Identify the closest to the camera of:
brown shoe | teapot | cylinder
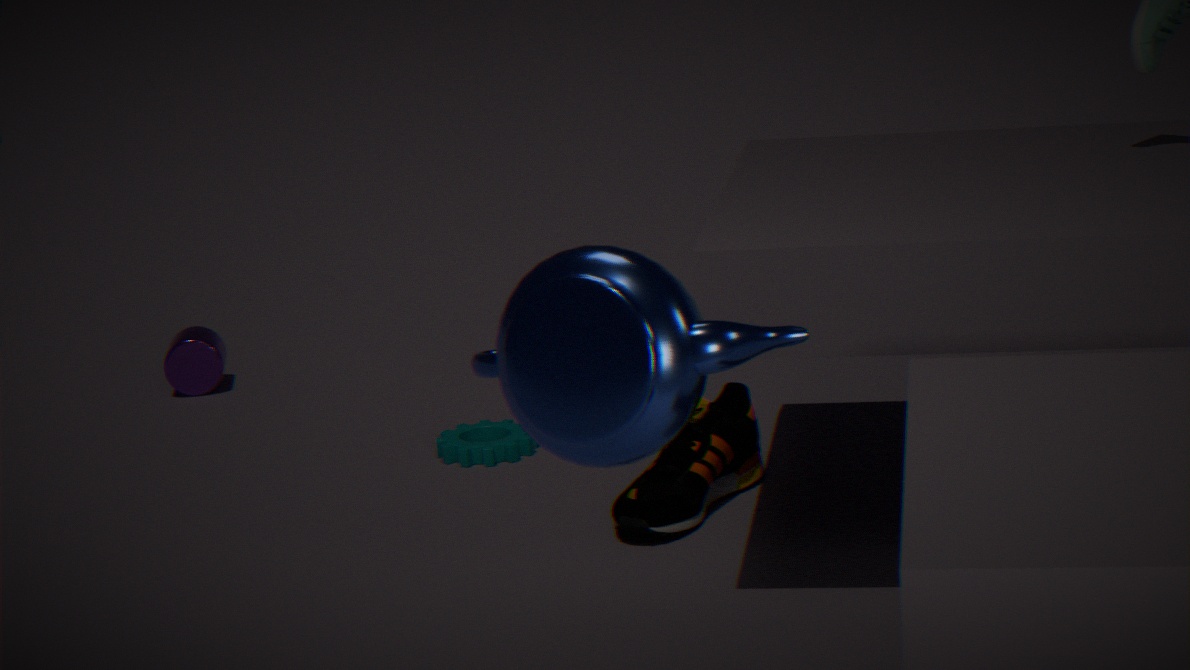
teapot
